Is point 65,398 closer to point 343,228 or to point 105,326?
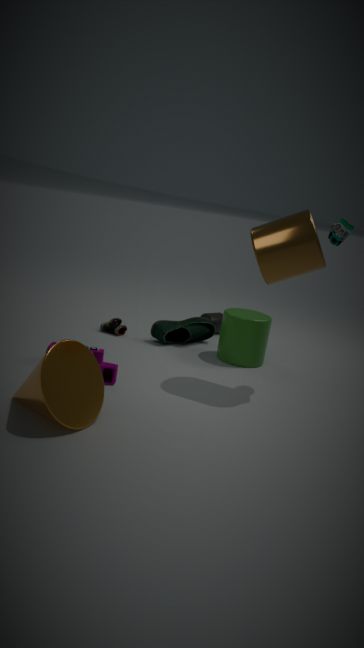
point 105,326
